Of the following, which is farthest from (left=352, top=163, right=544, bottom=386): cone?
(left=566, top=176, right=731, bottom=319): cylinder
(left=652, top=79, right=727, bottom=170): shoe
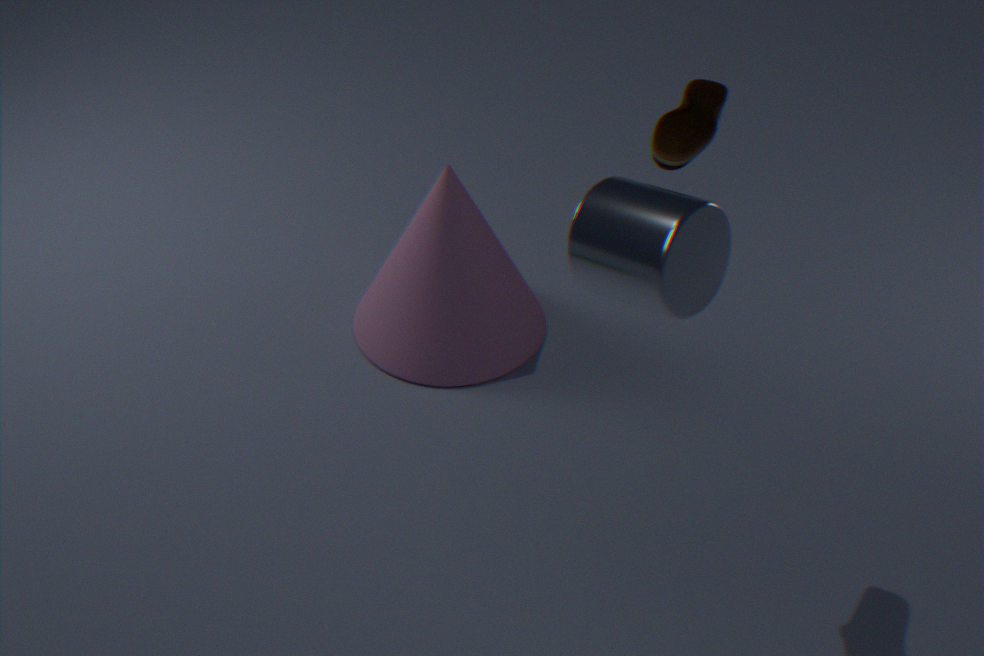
(left=566, top=176, right=731, bottom=319): cylinder
